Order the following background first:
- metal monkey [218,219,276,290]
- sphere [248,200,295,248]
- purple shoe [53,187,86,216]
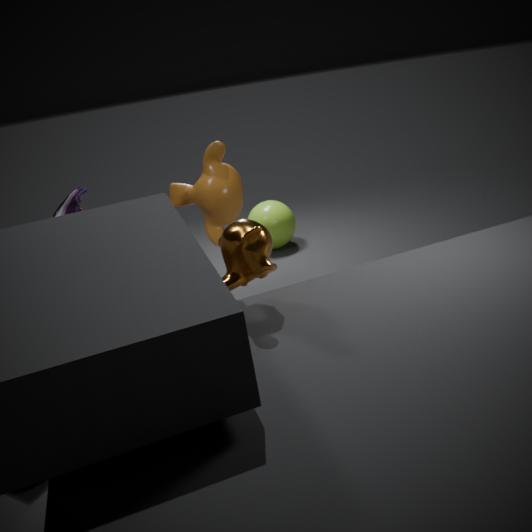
sphere [248,200,295,248] < purple shoe [53,187,86,216] < metal monkey [218,219,276,290]
